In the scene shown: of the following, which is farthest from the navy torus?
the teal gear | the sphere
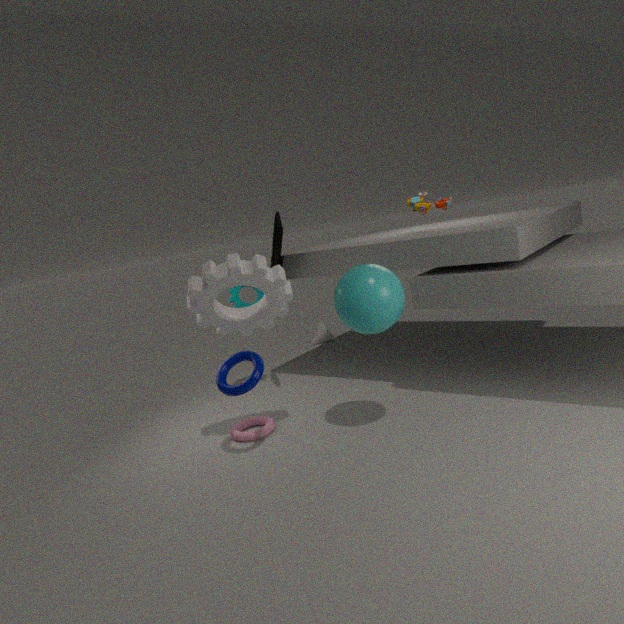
the teal gear
